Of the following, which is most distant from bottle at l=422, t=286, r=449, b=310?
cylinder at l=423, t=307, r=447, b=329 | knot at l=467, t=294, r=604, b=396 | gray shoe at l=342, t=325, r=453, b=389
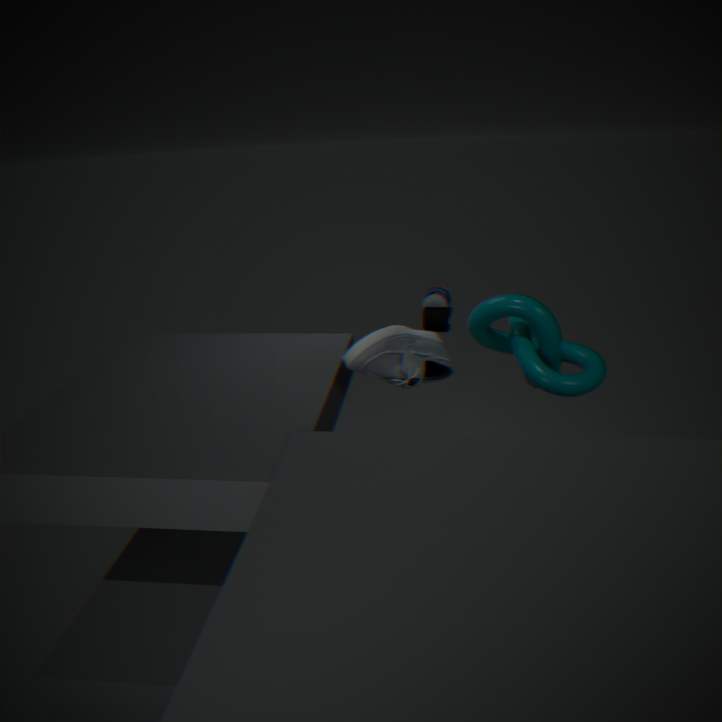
gray shoe at l=342, t=325, r=453, b=389
